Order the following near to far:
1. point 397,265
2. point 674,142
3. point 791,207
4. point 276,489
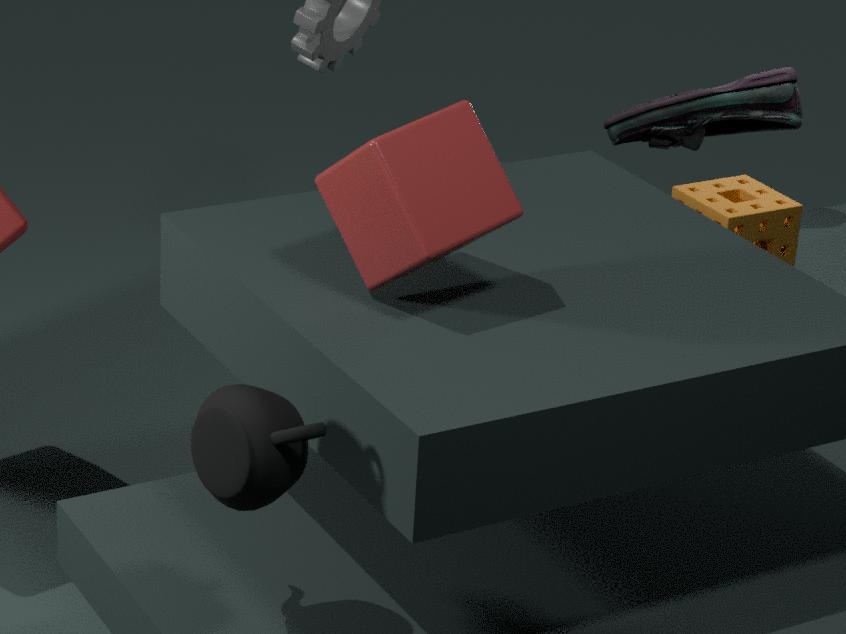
point 276,489 < point 397,265 < point 791,207 < point 674,142
